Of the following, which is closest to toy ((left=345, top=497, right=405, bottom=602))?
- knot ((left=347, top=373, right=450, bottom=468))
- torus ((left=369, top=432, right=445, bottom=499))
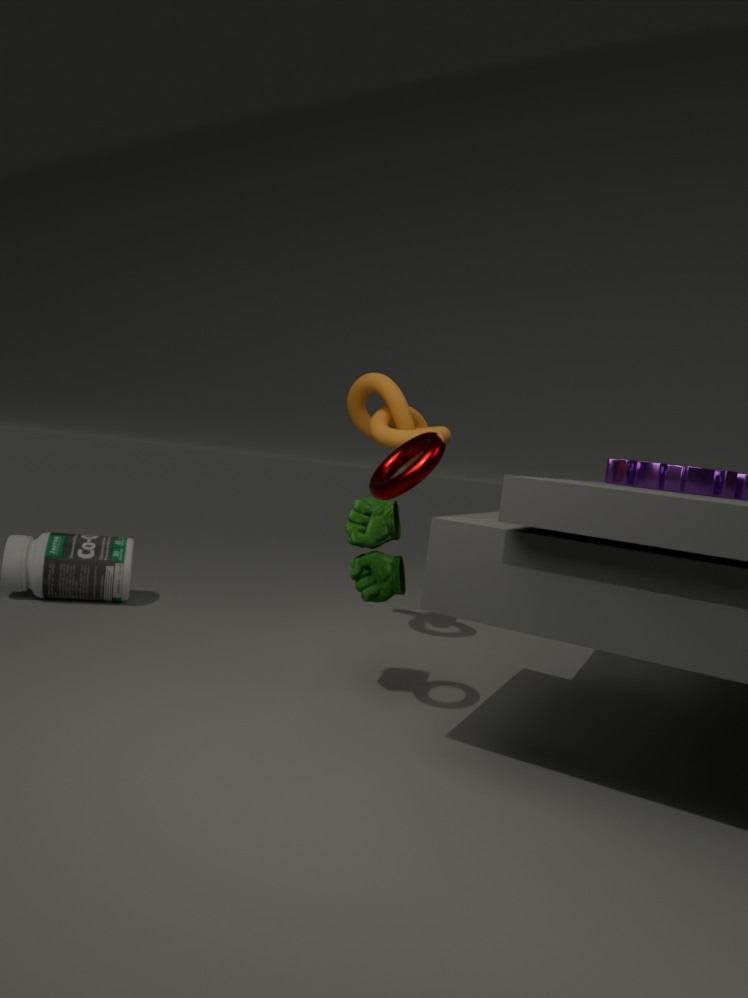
torus ((left=369, top=432, right=445, bottom=499))
